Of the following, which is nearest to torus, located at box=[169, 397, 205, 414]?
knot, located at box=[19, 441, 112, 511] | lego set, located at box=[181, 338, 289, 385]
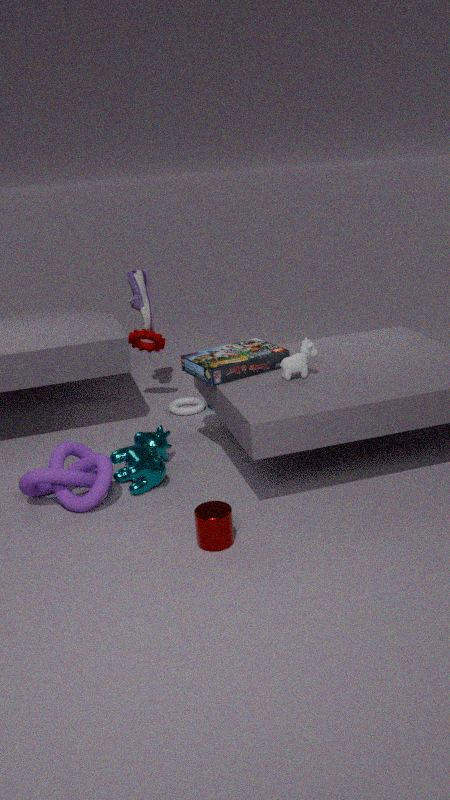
lego set, located at box=[181, 338, 289, 385]
